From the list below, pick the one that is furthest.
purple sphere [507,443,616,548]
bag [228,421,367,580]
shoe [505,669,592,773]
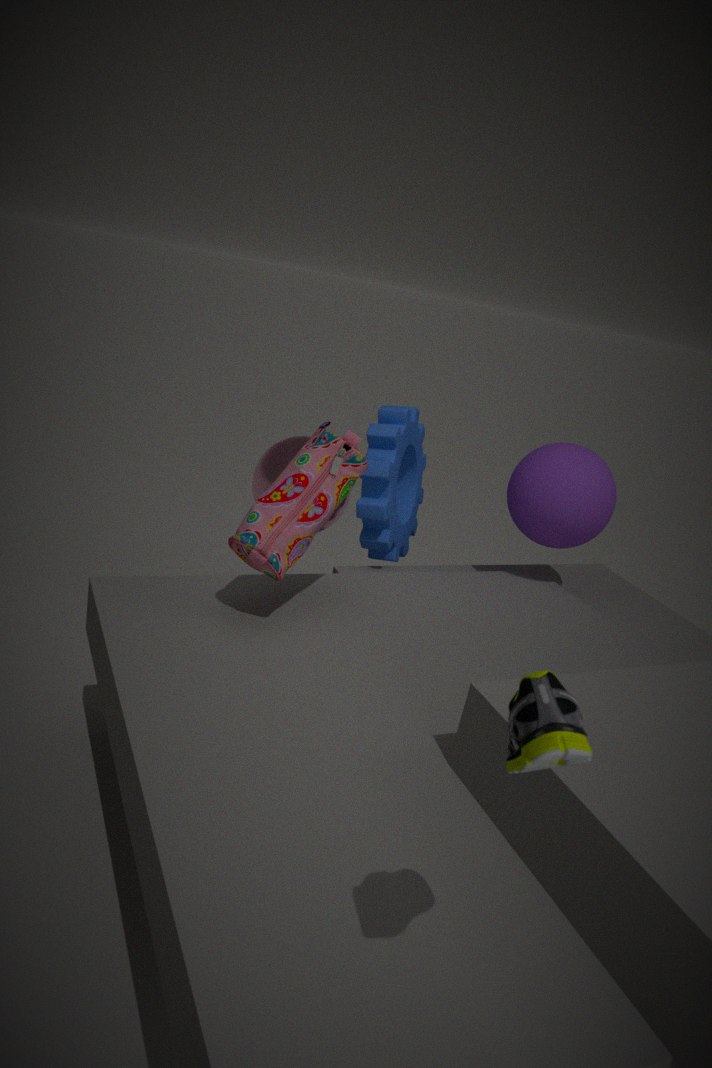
purple sphere [507,443,616,548]
